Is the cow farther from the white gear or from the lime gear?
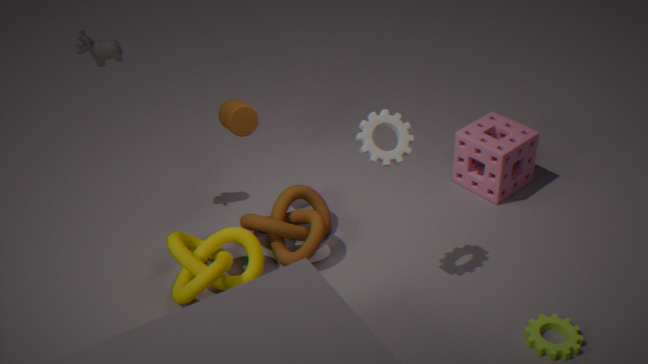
the lime gear
